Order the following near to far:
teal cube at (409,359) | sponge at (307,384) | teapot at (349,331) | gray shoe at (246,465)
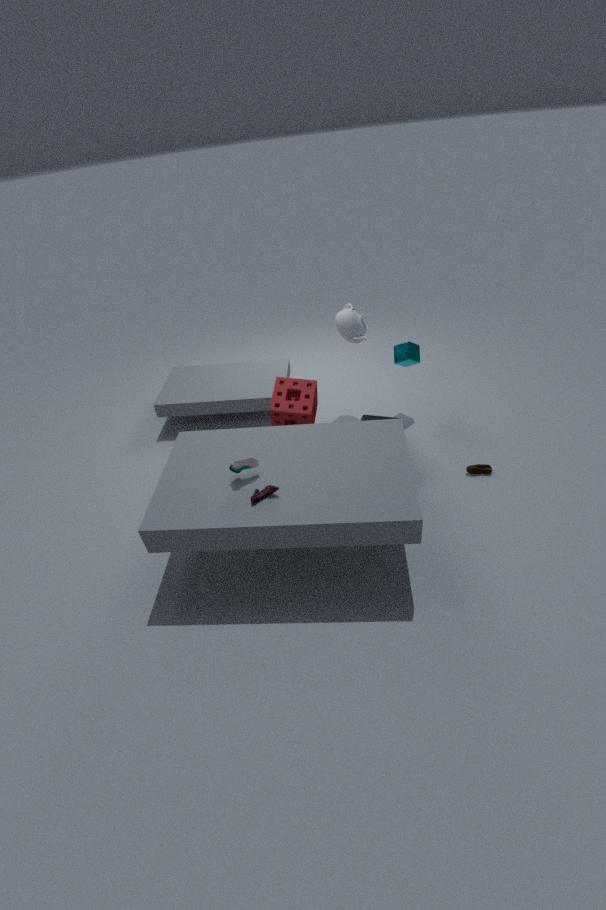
gray shoe at (246,465) → sponge at (307,384) → teapot at (349,331) → teal cube at (409,359)
